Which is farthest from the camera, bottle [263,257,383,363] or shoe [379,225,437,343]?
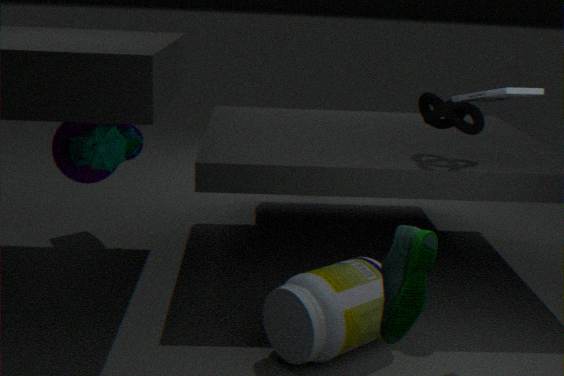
bottle [263,257,383,363]
